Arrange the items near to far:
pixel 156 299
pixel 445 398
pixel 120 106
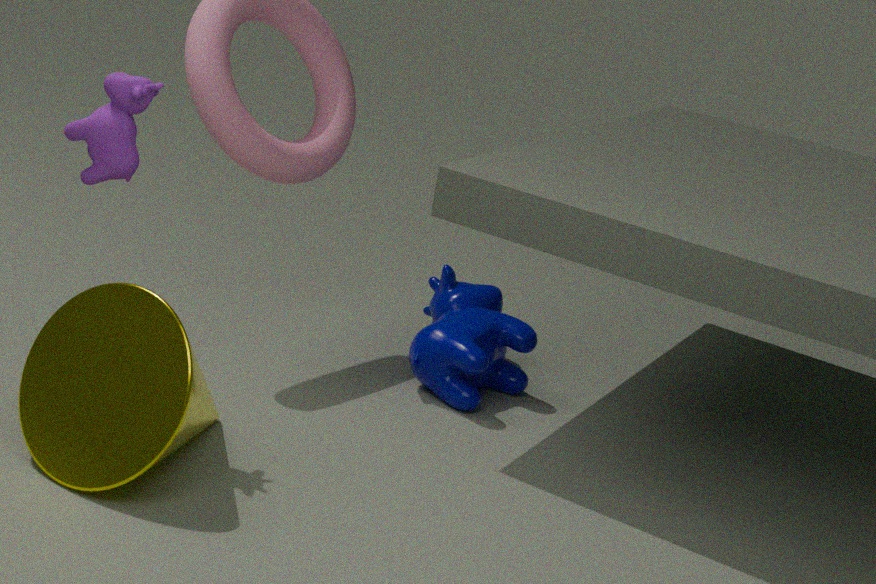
pixel 156 299, pixel 120 106, pixel 445 398
